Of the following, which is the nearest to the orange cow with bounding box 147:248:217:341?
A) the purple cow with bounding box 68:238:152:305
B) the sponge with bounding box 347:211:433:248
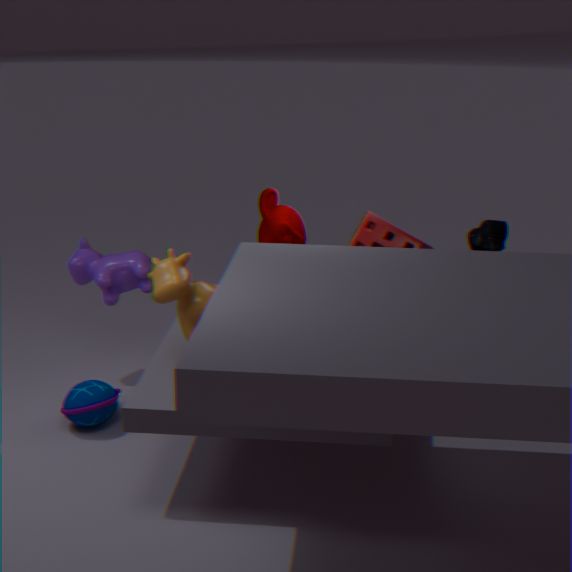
the purple cow with bounding box 68:238:152:305
